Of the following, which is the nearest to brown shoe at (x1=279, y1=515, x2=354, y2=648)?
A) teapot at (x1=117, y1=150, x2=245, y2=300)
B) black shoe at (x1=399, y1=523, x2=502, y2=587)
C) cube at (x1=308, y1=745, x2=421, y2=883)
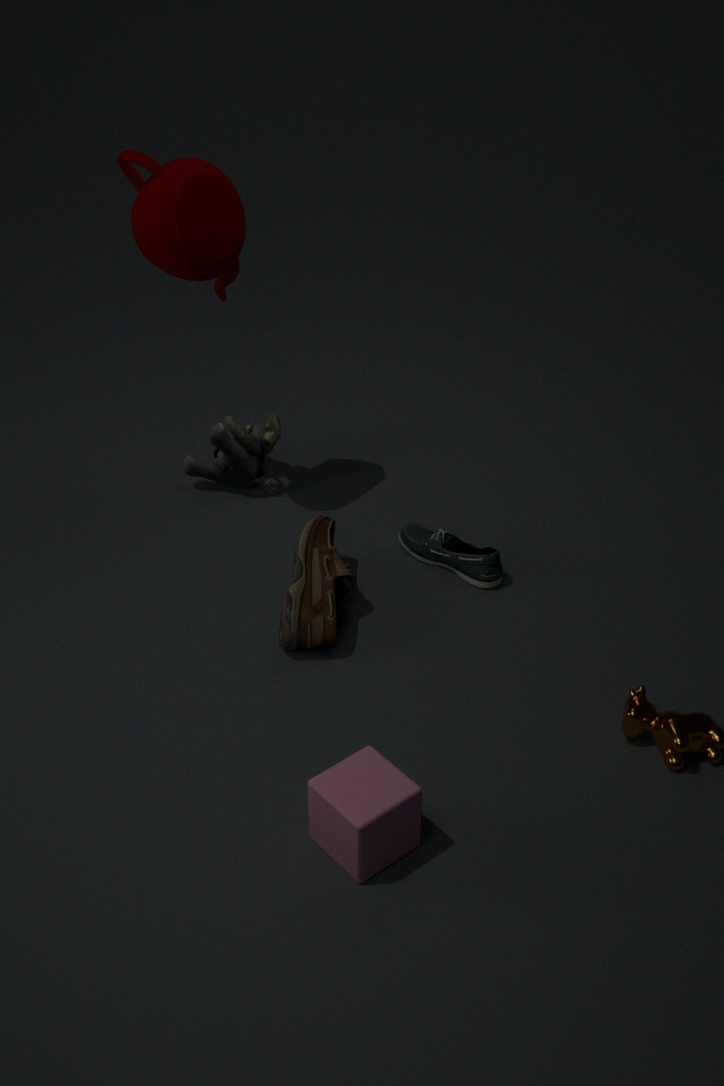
black shoe at (x1=399, y1=523, x2=502, y2=587)
